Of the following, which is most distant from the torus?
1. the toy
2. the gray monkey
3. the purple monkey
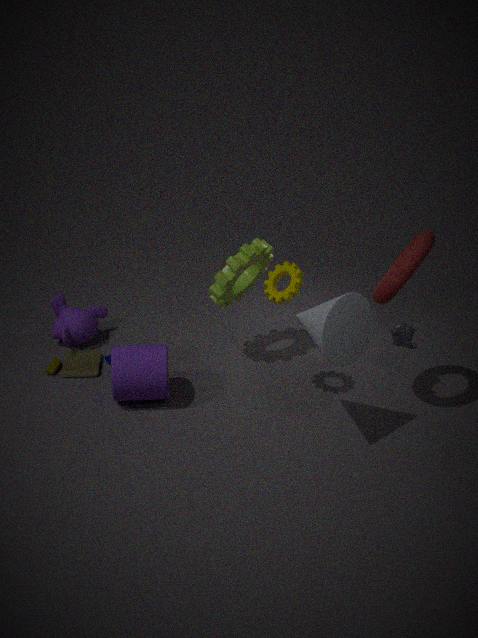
the purple monkey
